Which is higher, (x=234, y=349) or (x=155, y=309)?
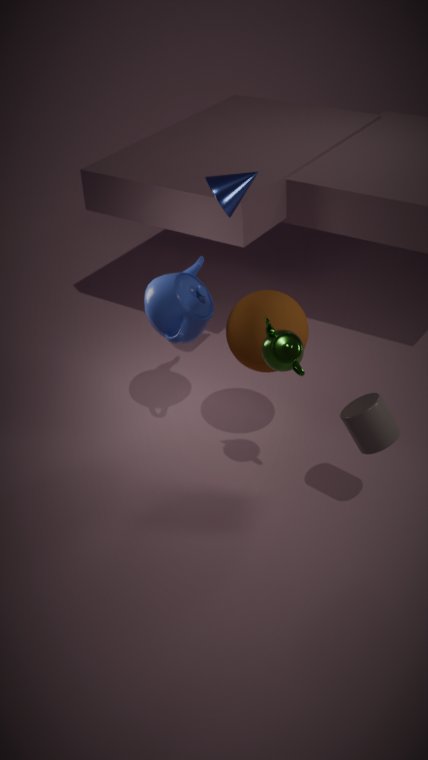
(x=155, y=309)
